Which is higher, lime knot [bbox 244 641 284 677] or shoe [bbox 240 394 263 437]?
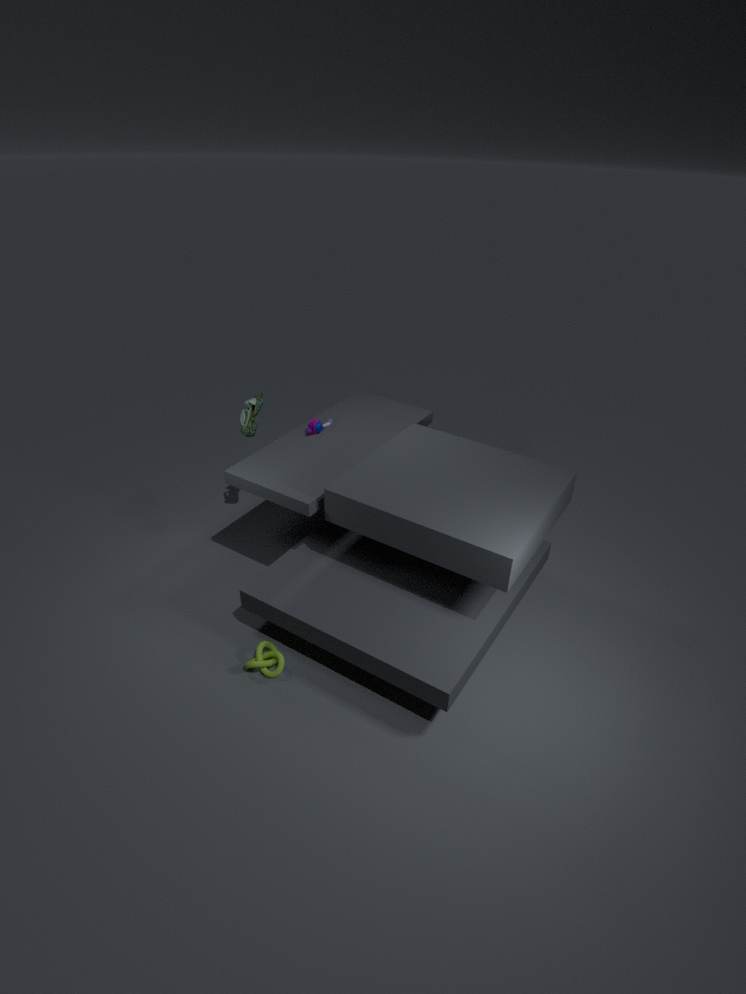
shoe [bbox 240 394 263 437]
